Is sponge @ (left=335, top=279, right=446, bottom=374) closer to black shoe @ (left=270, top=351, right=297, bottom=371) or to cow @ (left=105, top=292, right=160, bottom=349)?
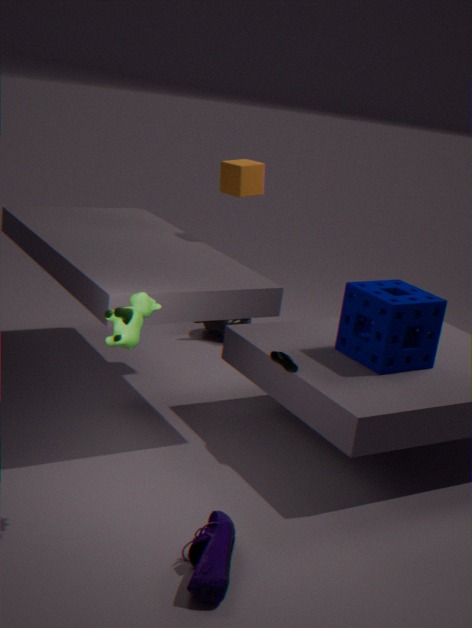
black shoe @ (left=270, top=351, right=297, bottom=371)
